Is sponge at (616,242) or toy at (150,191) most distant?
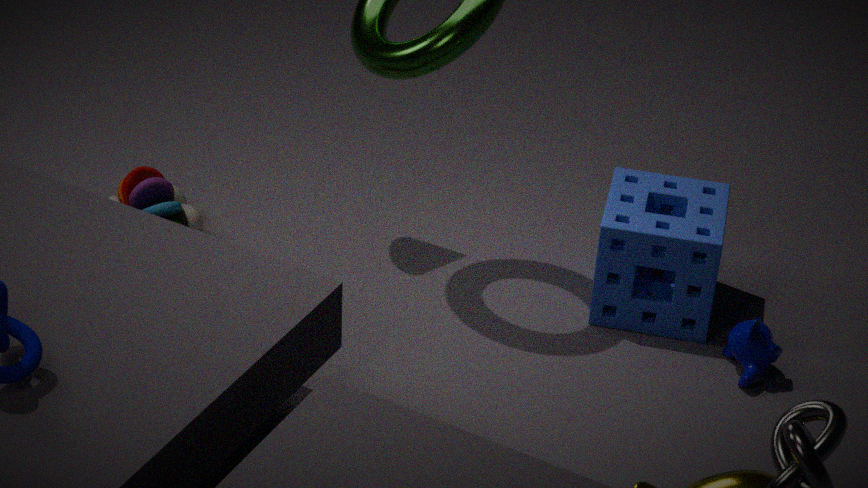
toy at (150,191)
